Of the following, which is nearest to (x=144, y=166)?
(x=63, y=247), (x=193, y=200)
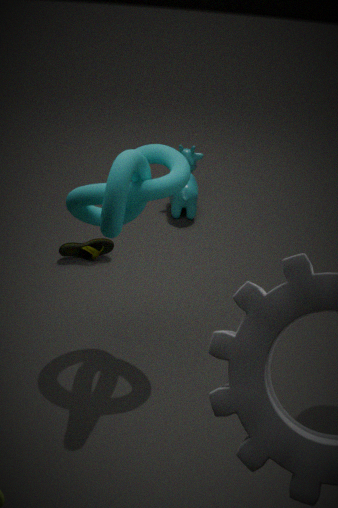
(x=63, y=247)
